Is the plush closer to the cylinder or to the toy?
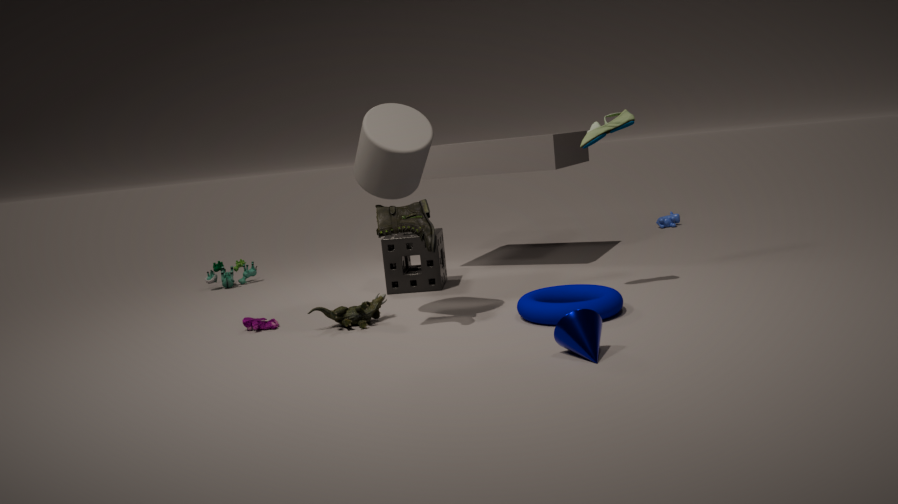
the cylinder
